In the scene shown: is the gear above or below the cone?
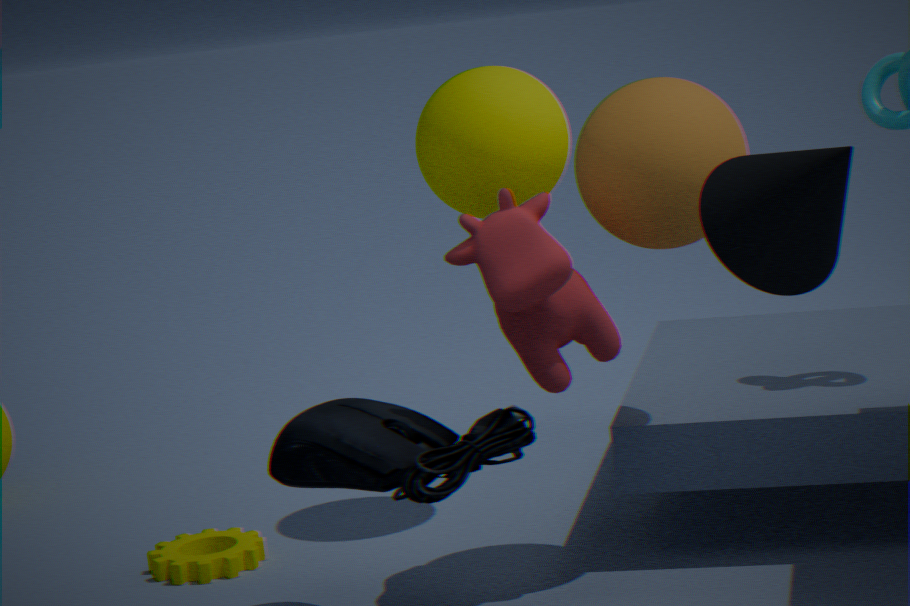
below
